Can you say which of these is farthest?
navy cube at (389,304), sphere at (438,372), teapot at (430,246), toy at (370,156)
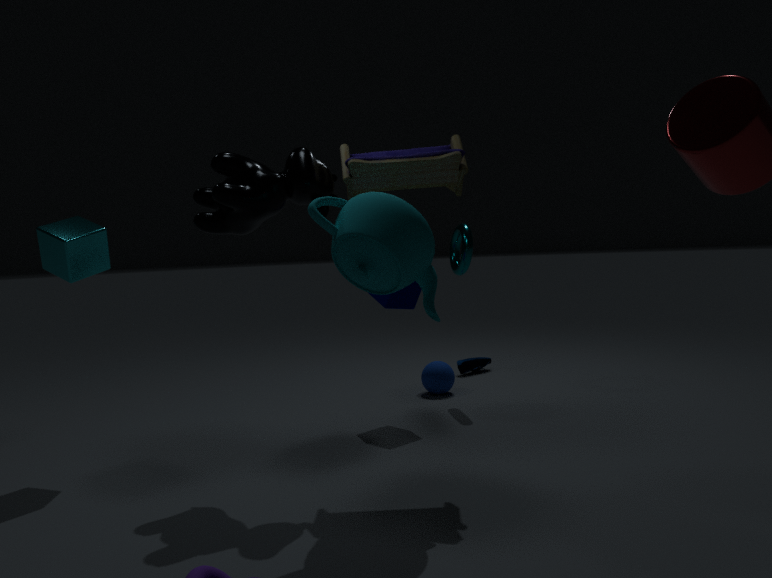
sphere at (438,372)
